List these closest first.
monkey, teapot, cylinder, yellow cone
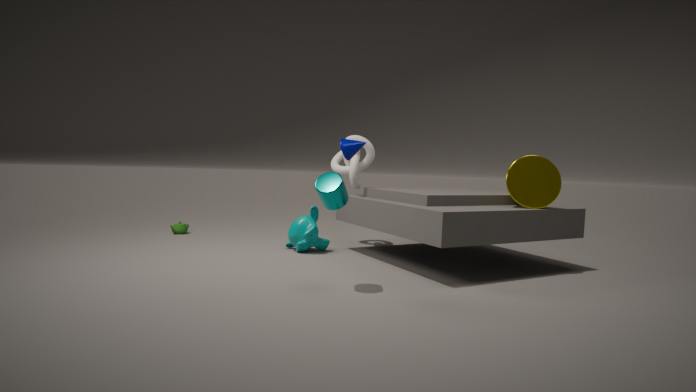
1. cylinder
2. yellow cone
3. monkey
4. teapot
